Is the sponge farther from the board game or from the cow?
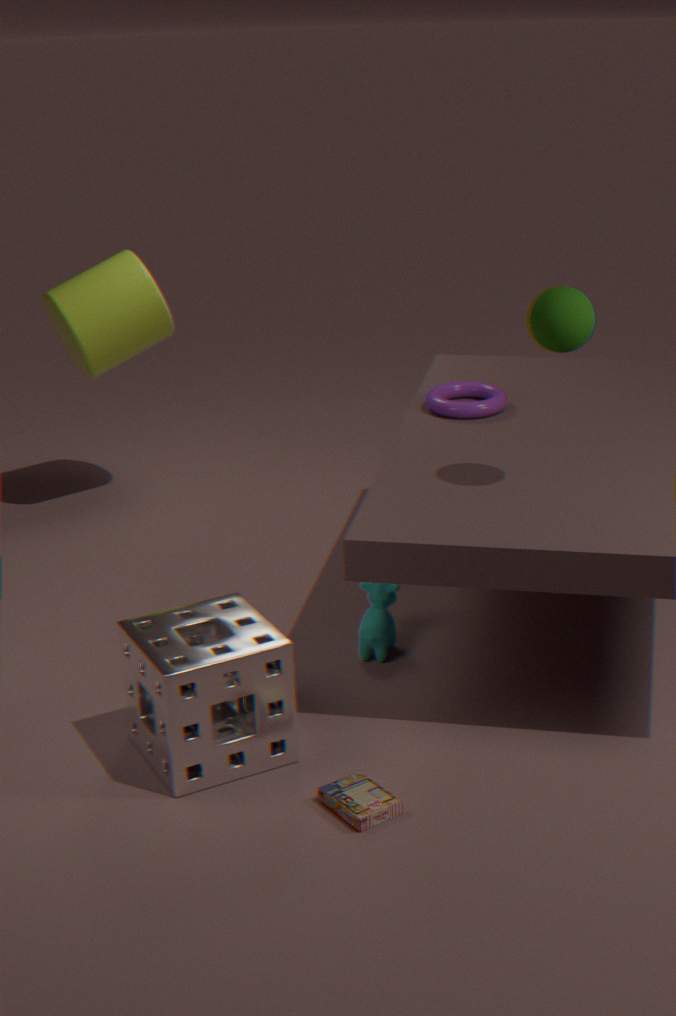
the cow
